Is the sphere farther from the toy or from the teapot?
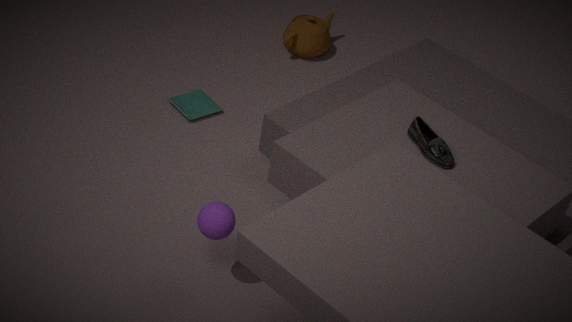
the teapot
